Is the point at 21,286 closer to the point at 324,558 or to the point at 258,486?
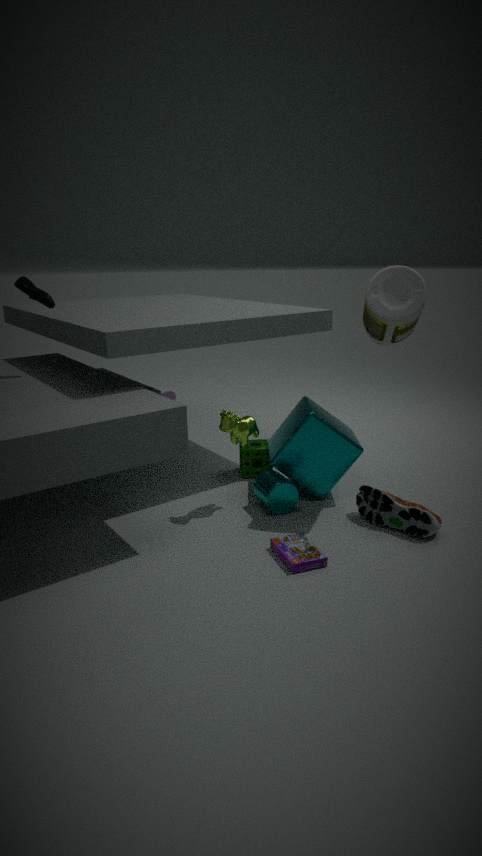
the point at 258,486
